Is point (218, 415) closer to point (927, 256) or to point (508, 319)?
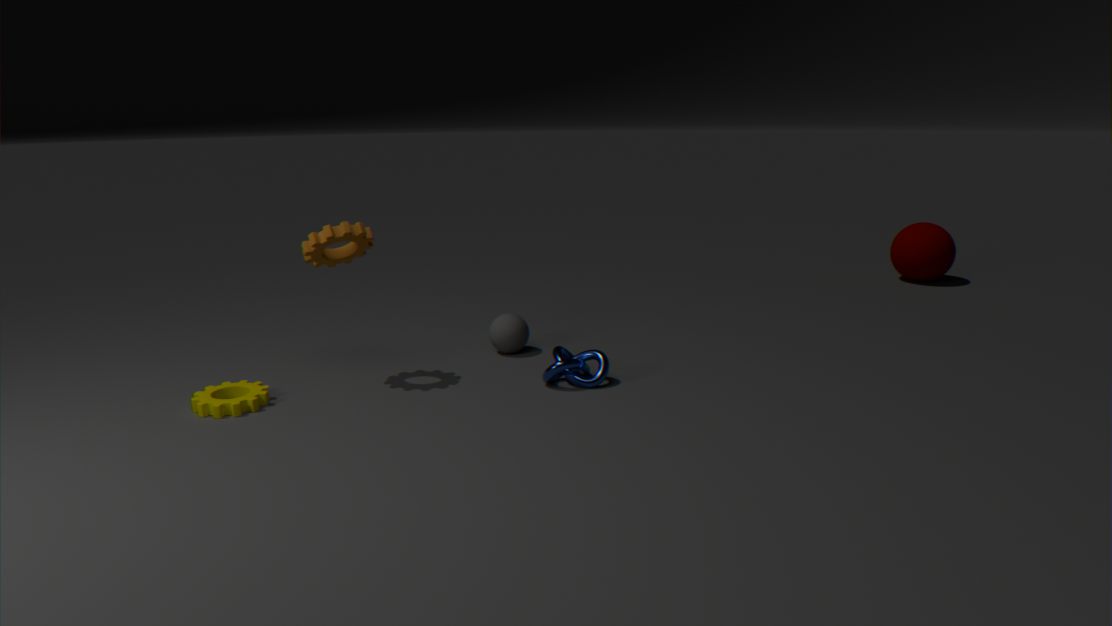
point (508, 319)
